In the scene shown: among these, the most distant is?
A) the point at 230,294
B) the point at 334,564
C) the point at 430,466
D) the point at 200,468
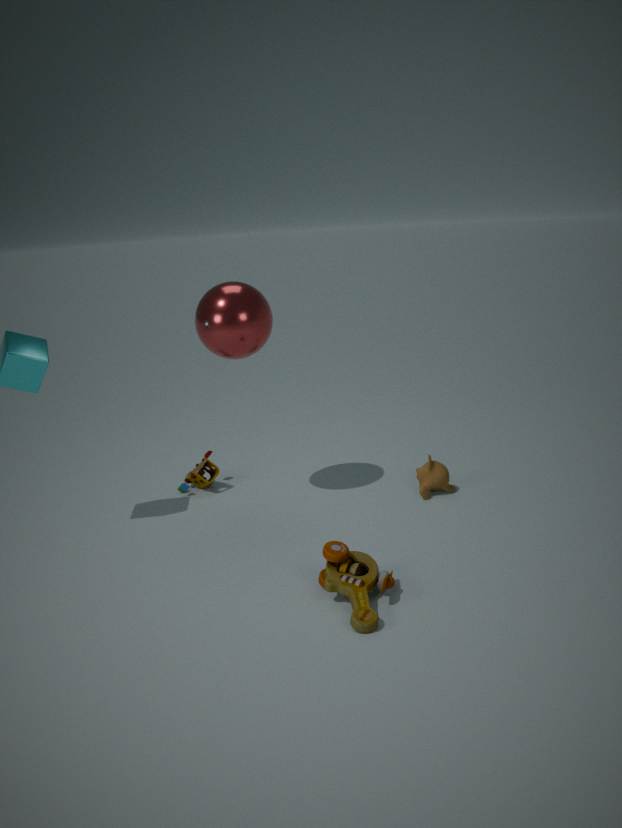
the point at 200,468
